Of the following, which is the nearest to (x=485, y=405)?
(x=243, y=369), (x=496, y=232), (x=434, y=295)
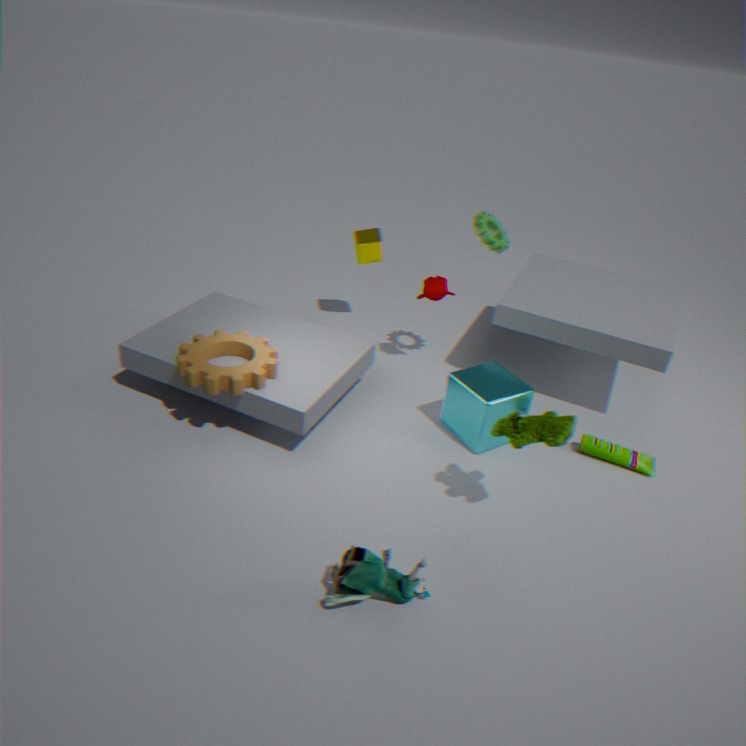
(x=434, y=295)
